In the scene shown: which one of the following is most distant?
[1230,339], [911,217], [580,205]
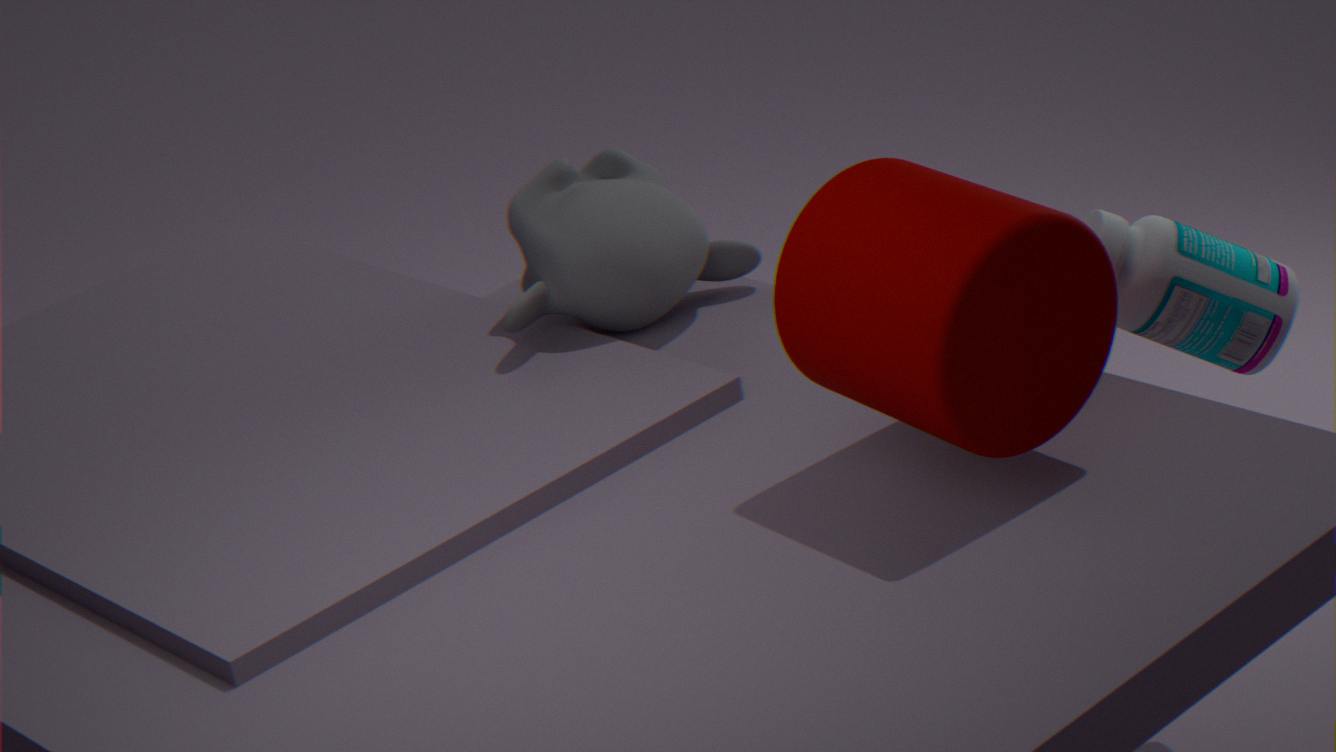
[580,205]
